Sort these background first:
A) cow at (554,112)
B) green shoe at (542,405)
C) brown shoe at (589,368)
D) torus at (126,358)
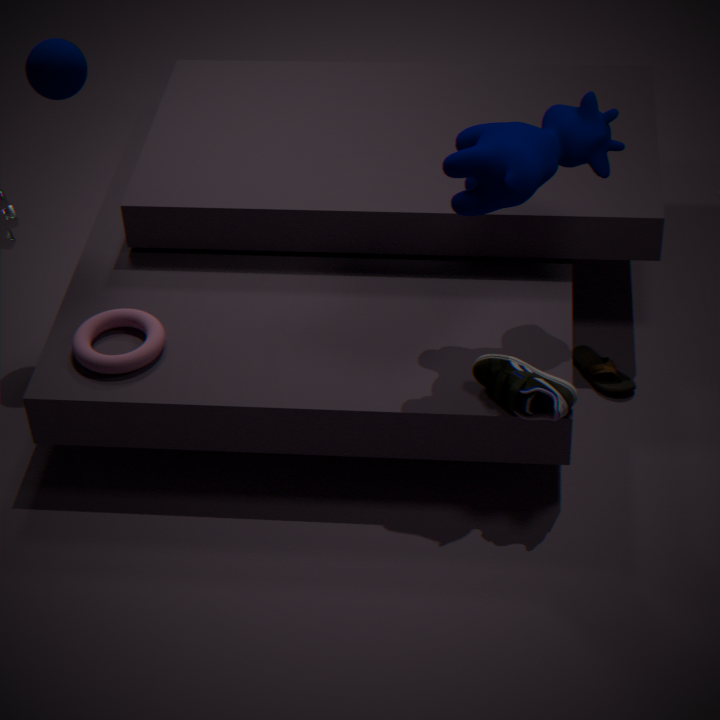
1. brown shoe at (589,368)
2. torus at (126,358)
3. green shoe at (542,405)
4. cow at (554,112)
